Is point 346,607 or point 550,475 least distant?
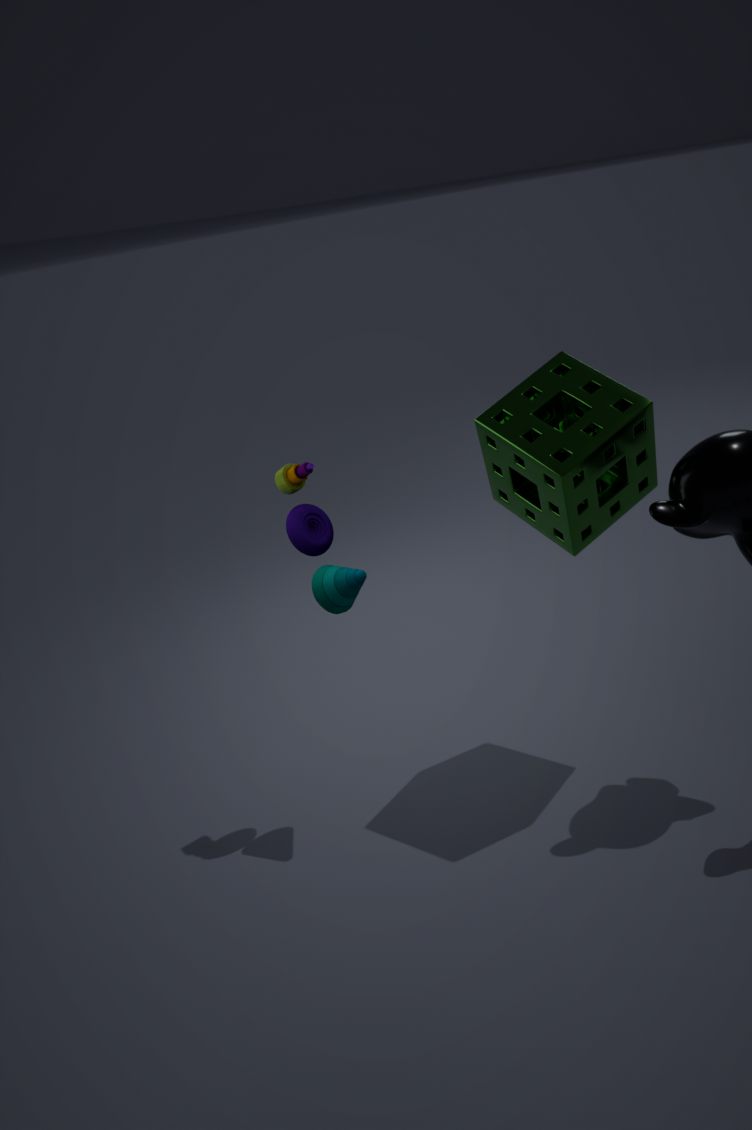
point 550,475
